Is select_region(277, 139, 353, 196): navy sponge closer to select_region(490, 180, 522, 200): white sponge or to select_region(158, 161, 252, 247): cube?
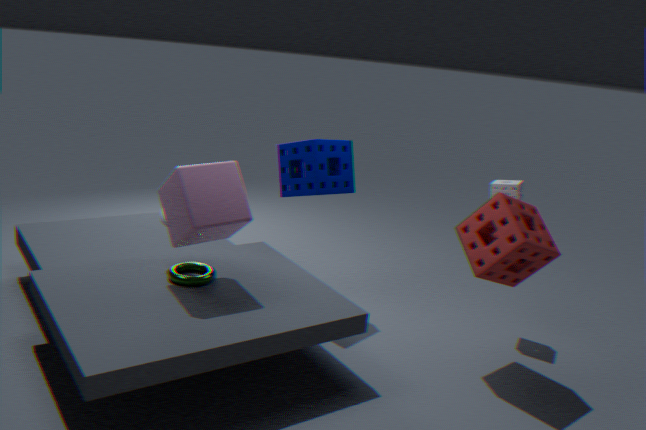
select_region(158, 161, 252, 247): cube
